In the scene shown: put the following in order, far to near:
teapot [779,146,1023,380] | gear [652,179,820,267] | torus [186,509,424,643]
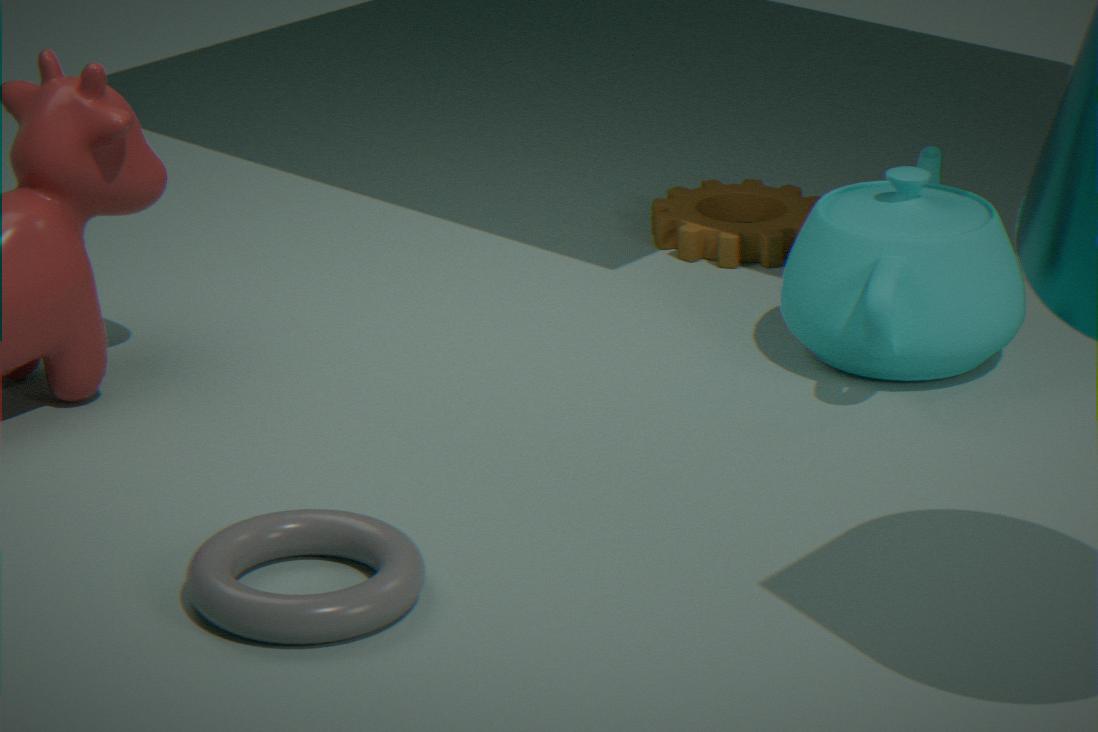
gear [652,179,820,267], teapot [779,146,1023,380], torus [186,509,424,643]
